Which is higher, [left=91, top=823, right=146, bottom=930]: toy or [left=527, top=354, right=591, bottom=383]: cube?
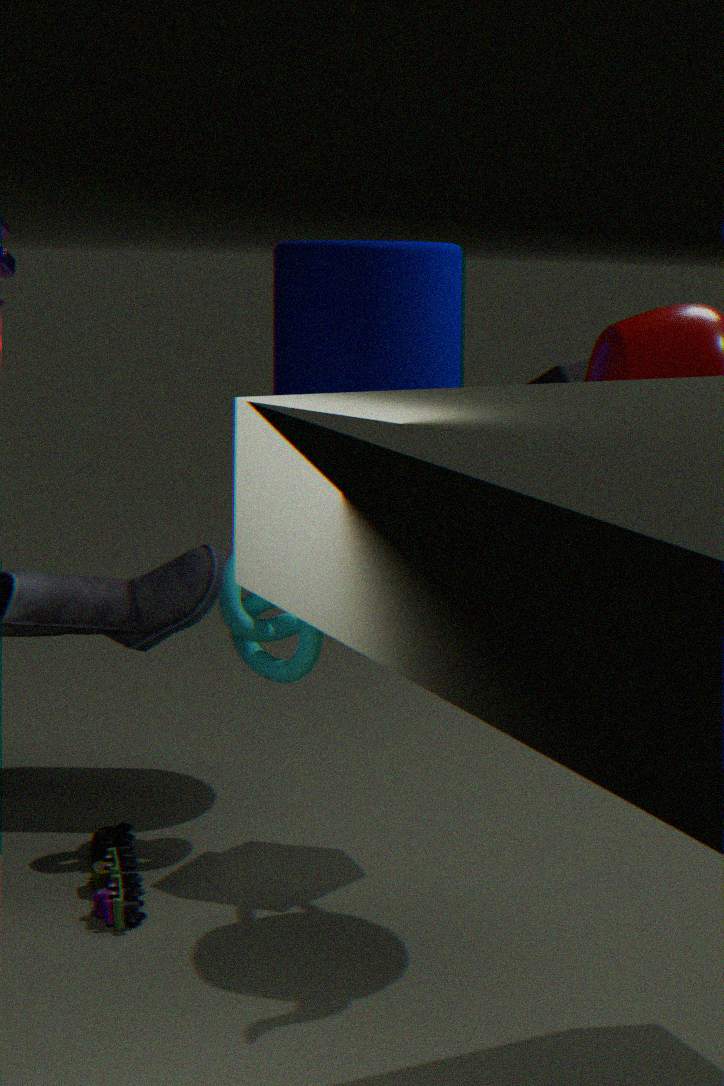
[left=527, top=354, right=591, bottom=383]: cube
